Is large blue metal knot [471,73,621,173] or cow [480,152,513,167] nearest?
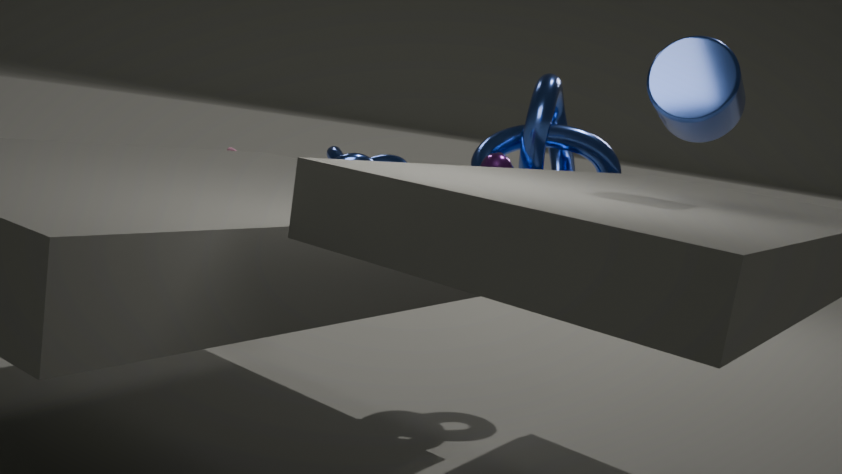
cow [480,152,513,167]
